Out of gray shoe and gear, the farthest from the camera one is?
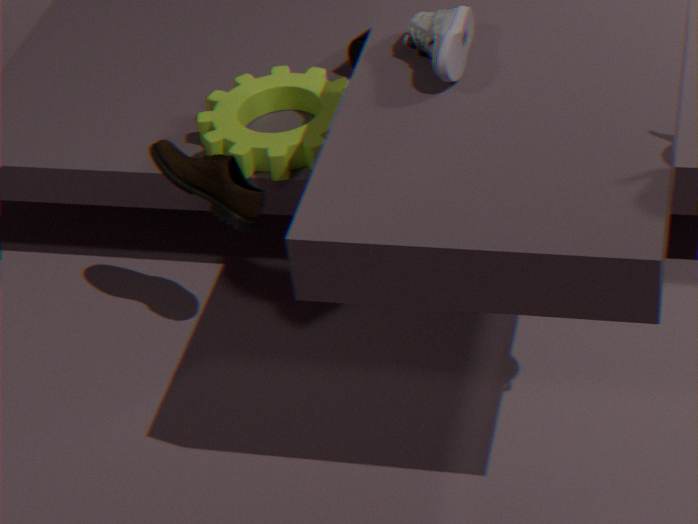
gear
